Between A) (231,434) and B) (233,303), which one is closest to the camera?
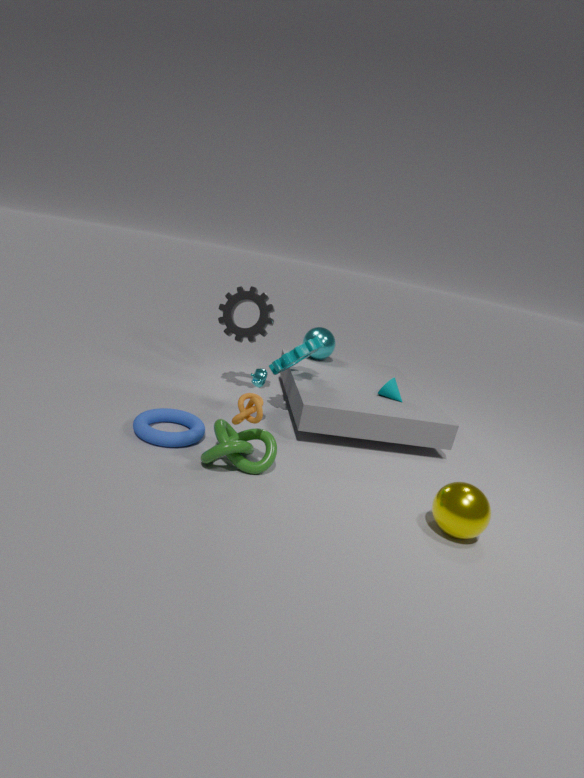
A. (231,434)
